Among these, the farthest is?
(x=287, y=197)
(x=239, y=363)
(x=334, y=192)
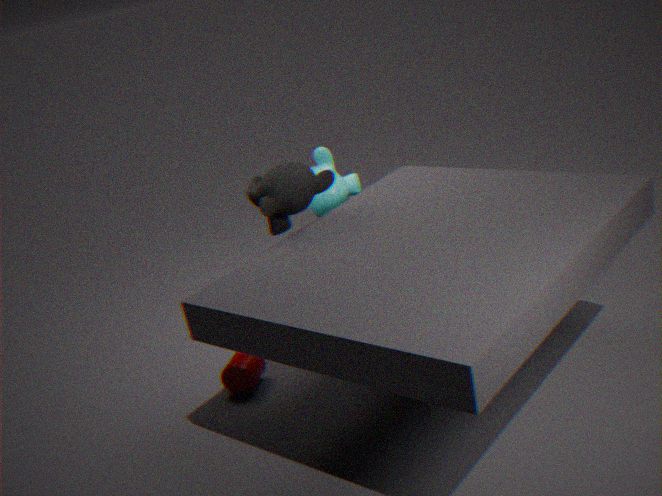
(x=334, y=192)
